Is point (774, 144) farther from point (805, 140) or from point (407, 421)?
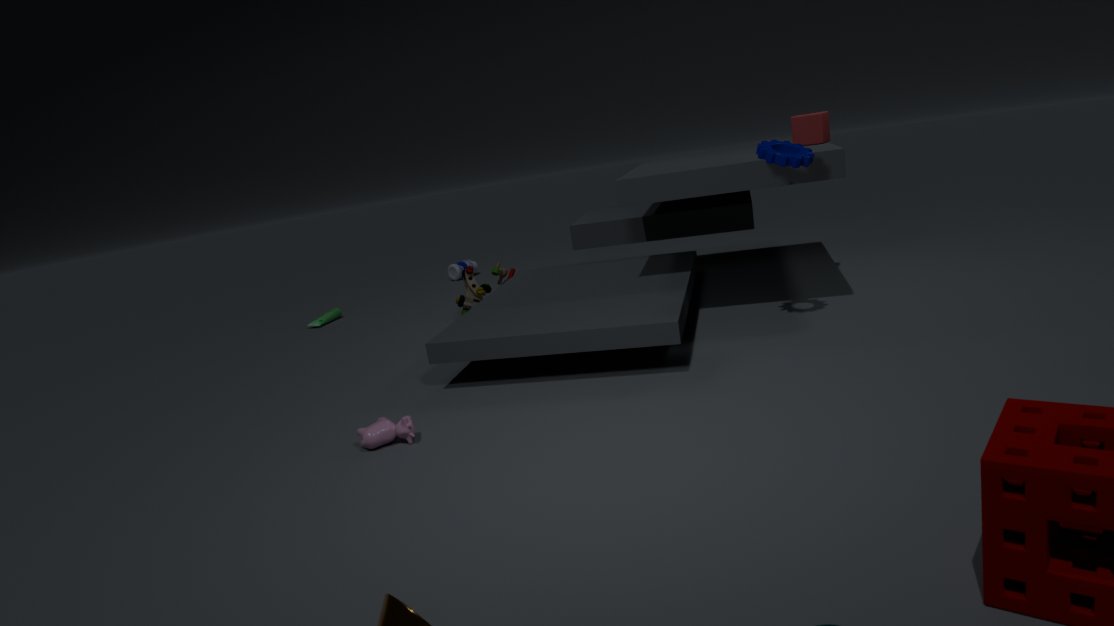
point (407, 421)
